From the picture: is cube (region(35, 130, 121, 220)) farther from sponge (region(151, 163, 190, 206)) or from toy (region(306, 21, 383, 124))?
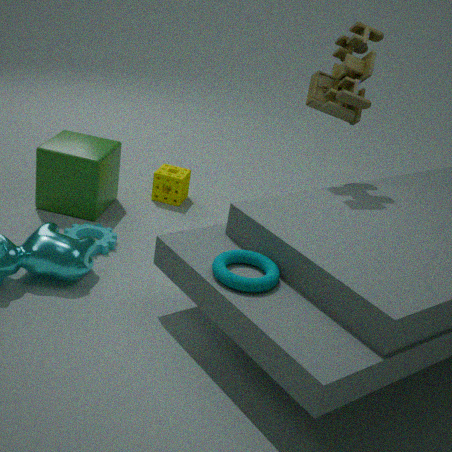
toy (region(306, 21, 383, 124))
